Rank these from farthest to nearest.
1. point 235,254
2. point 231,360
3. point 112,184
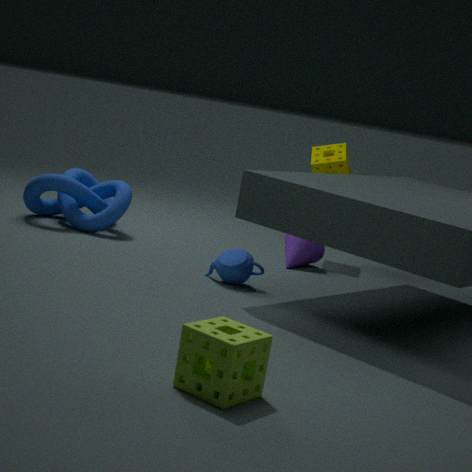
point 112,184
point 235,254
point 231,360
